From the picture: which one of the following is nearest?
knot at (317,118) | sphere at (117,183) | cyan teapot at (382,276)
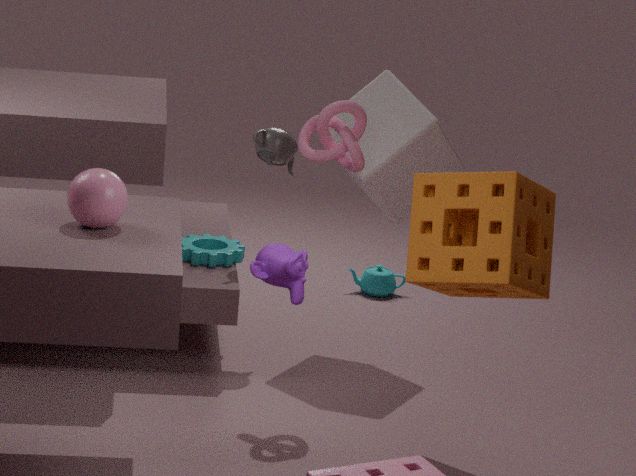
sphere at (117,183)
